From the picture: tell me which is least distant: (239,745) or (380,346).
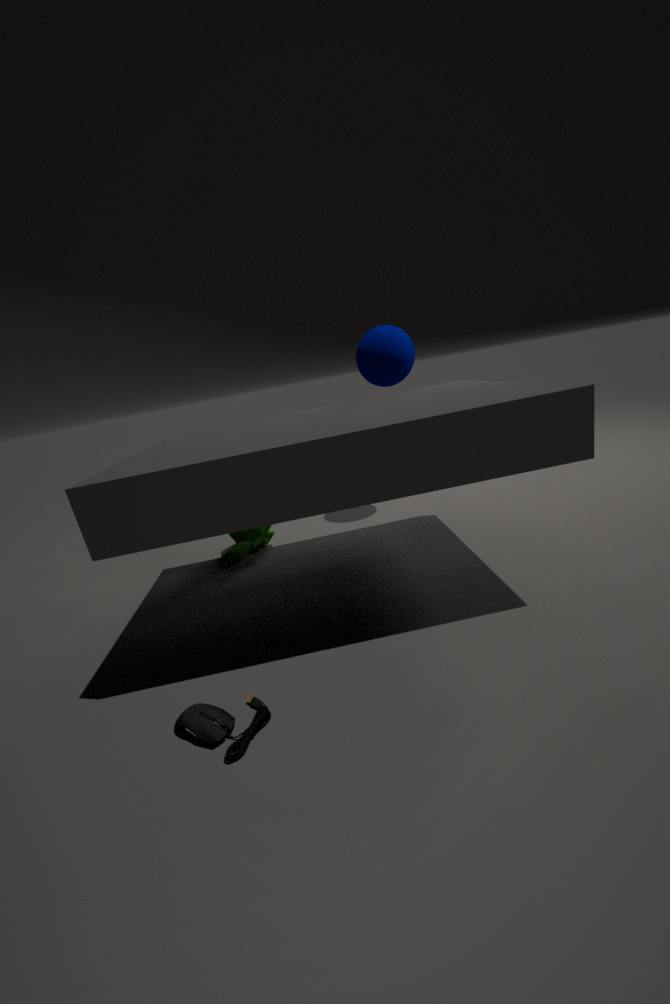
(239,745)
